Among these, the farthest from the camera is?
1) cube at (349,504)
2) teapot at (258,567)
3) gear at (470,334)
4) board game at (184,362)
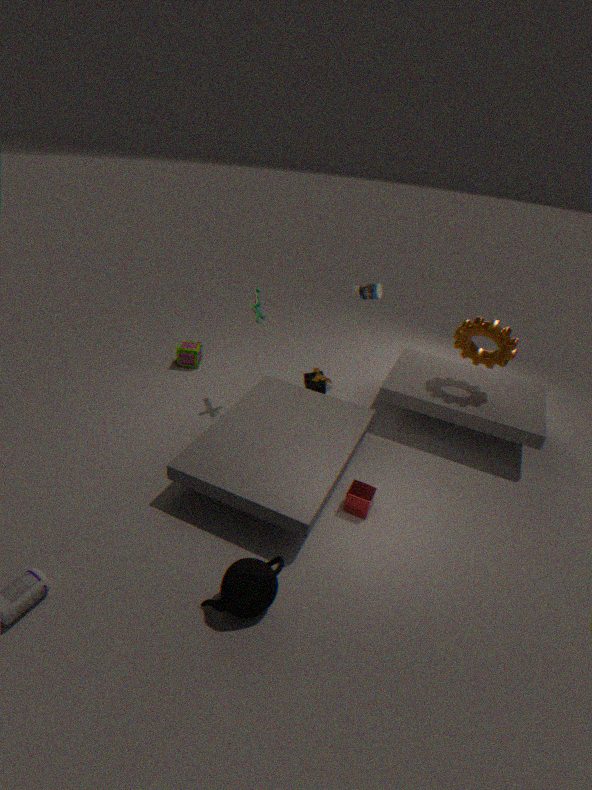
4. board game at (184,362)
